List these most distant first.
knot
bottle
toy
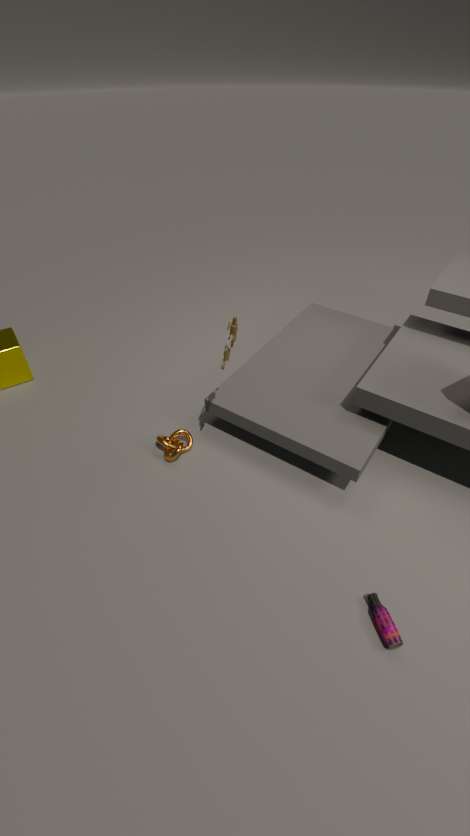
knot, toy, bottle
